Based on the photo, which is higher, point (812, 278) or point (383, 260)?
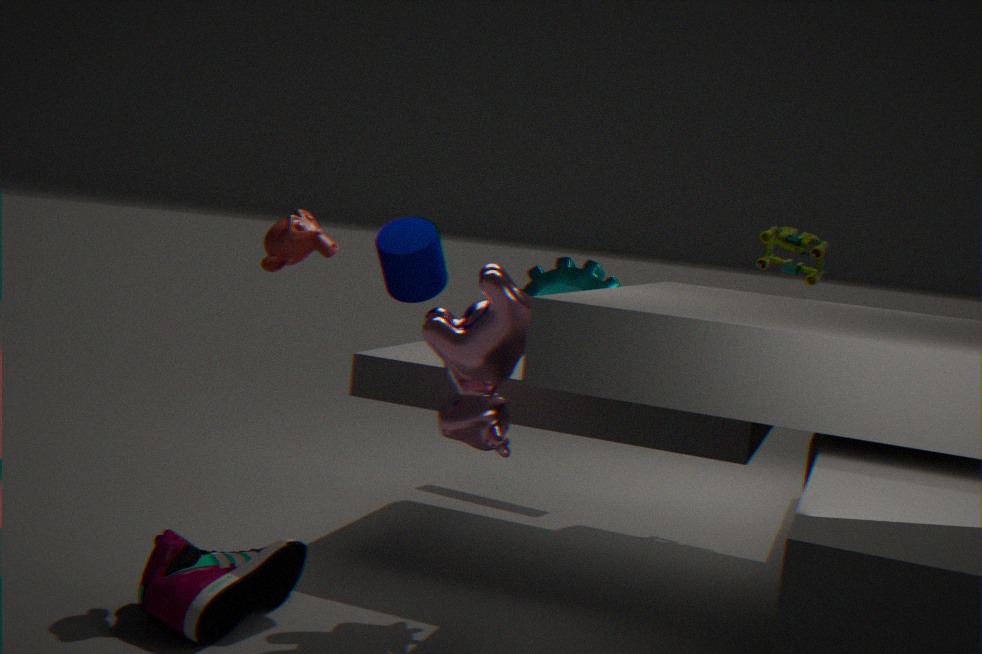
point (812, 278)
